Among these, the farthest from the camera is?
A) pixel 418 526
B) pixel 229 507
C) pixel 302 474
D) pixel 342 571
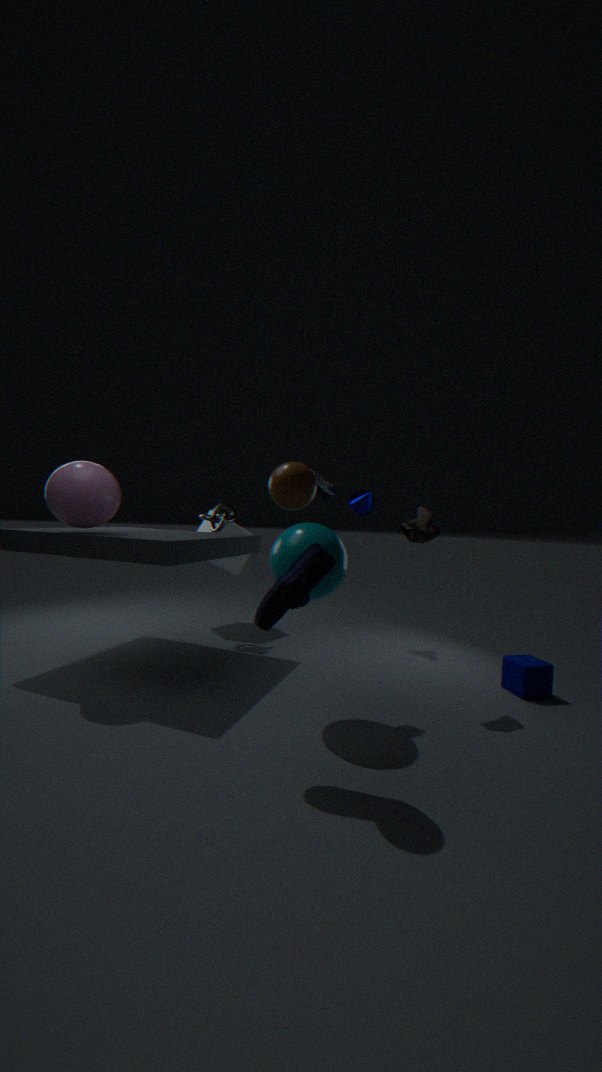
pixel 229 507
